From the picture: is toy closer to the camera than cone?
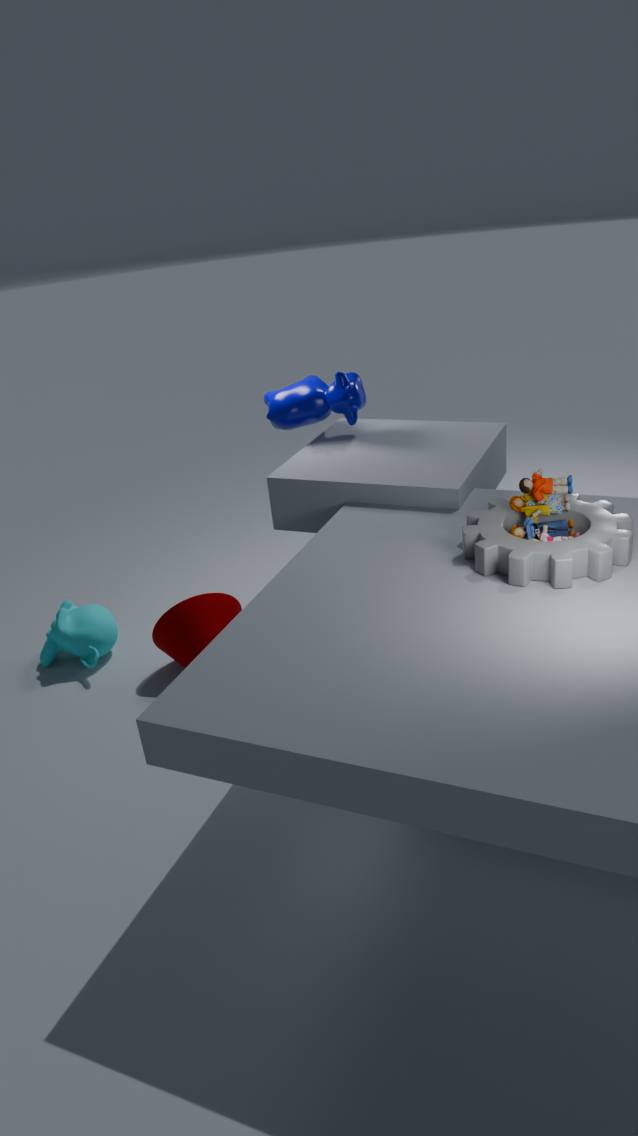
Yes
